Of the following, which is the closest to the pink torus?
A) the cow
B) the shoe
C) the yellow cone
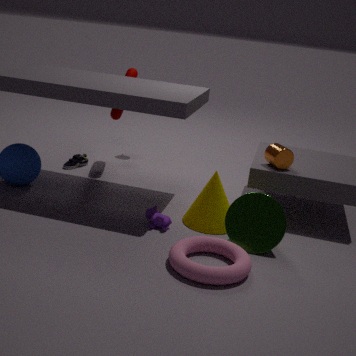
the yellow cone
